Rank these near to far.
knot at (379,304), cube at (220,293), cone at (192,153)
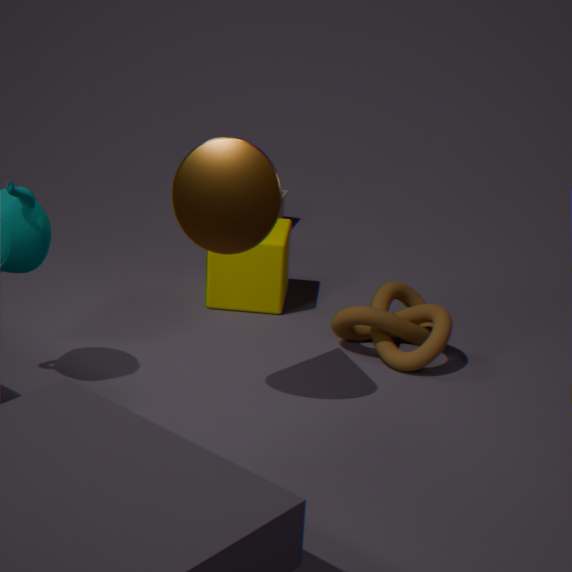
1. cone at (192,153)
2. knot at (379,304)
3. cube at (220,293)
